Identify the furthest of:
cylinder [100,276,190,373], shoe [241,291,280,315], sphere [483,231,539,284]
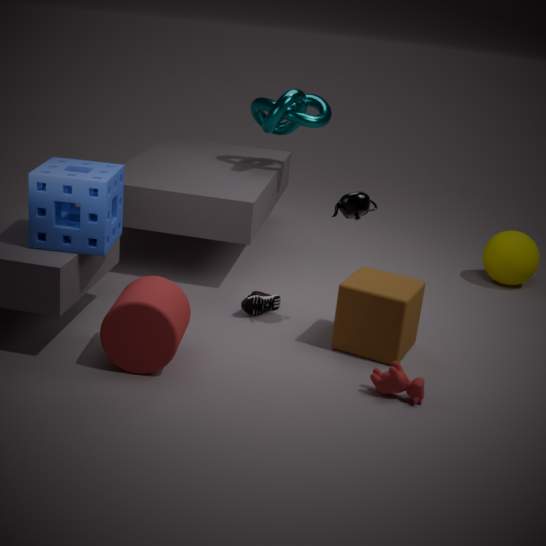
sphere [483,231,539,284]
